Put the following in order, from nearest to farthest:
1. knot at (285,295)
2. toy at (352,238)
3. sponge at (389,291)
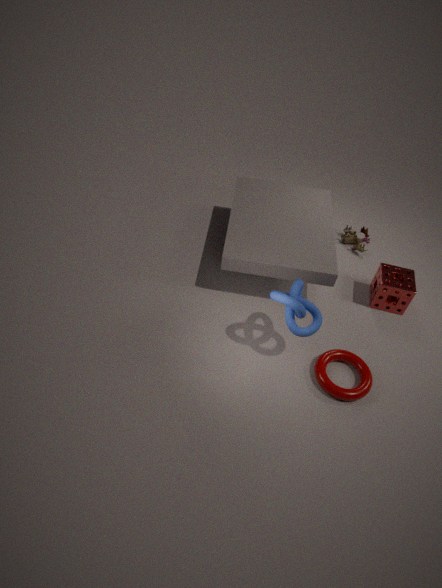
knot at (285,295)
sponge at (389,291)
toy at (352,238)
